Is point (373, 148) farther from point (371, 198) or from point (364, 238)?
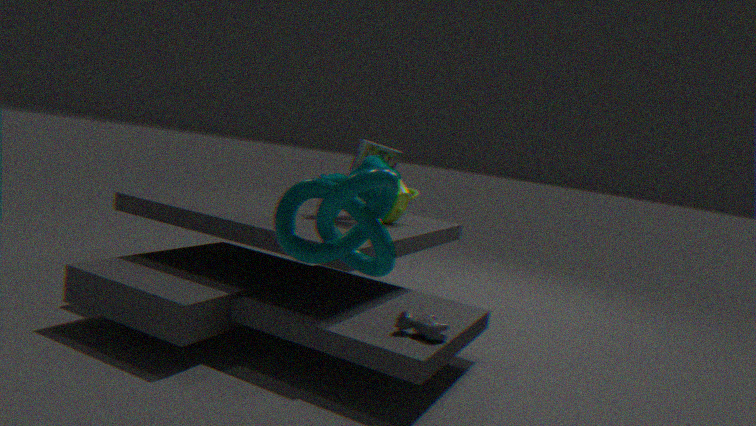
point (364, 238)
